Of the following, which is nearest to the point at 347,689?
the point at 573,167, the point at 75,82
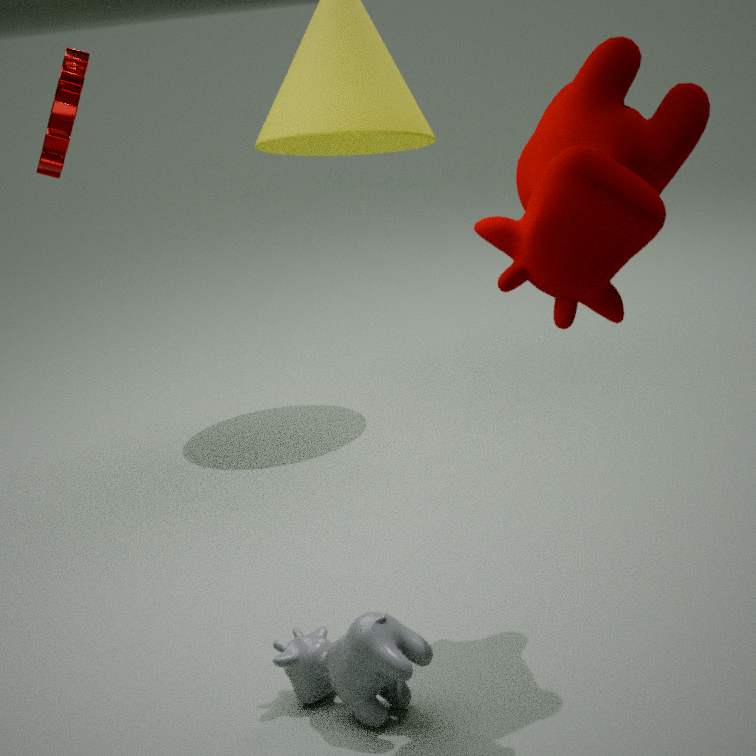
the point at 573,167
